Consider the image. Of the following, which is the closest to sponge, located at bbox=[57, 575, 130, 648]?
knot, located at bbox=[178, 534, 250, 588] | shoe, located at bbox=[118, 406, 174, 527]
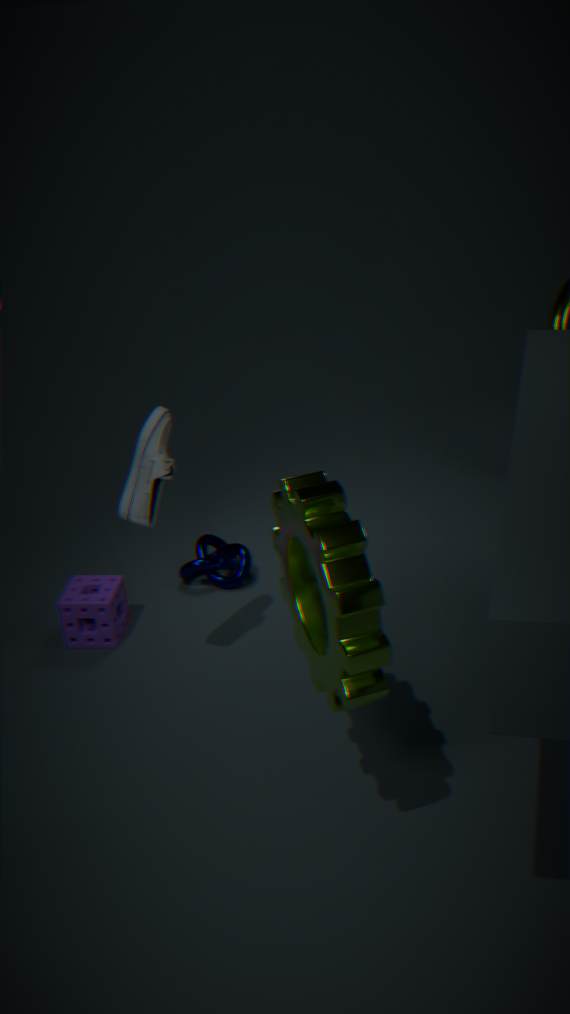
knot, located at bbox=[178, 534, 250, 588]
